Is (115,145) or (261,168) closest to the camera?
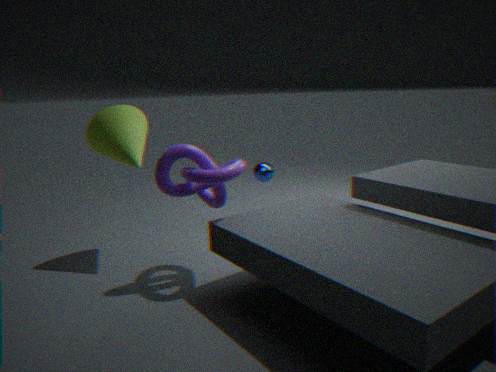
(115,145)
